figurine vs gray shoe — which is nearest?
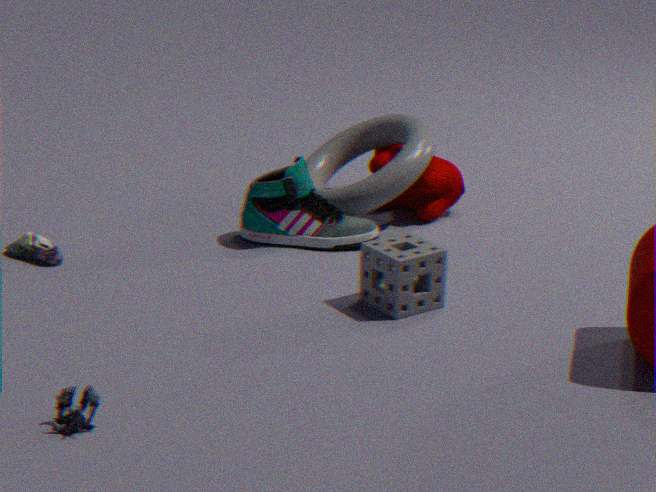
figurine
